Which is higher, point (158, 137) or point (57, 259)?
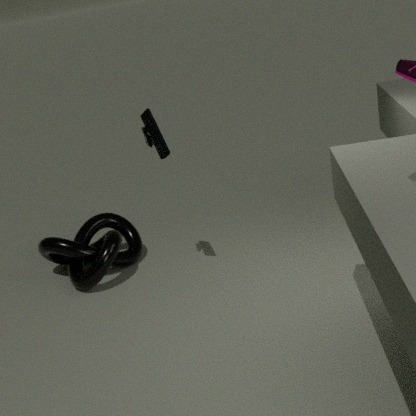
point (158, 137)
